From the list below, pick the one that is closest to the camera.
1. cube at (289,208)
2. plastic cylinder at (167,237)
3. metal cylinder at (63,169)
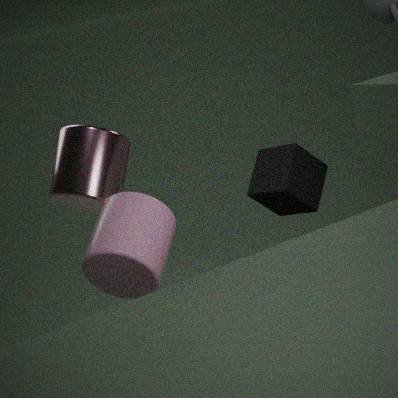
plastic cylinder at (167,237)
